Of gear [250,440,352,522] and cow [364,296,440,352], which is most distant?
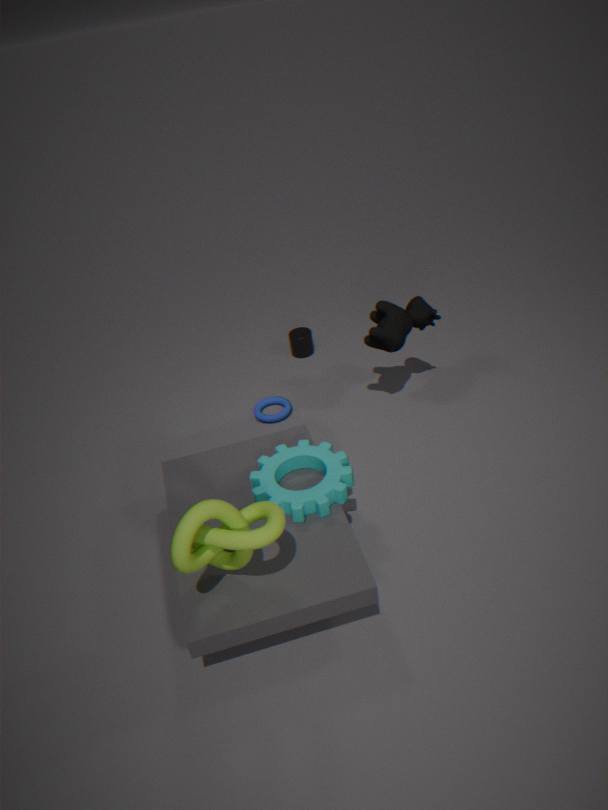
cow [364,296,440,352]
